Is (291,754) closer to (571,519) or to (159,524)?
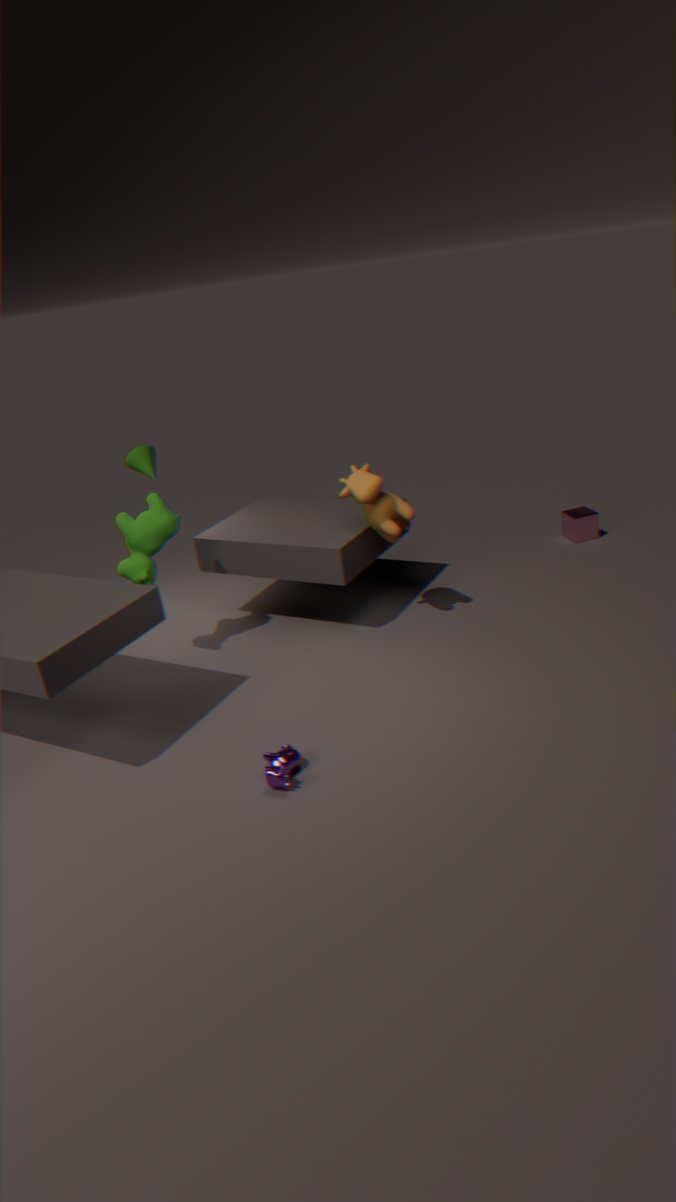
(159,524)
